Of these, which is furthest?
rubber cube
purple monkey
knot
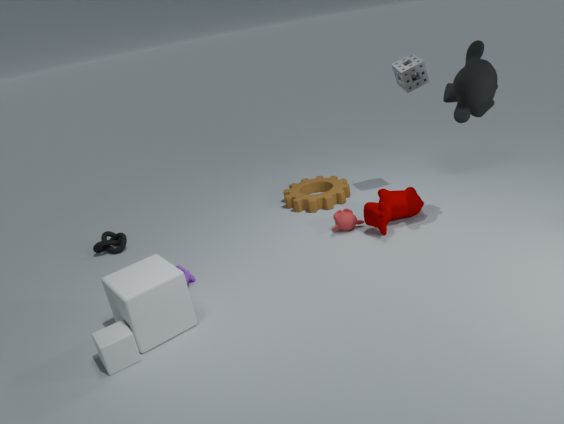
knot
